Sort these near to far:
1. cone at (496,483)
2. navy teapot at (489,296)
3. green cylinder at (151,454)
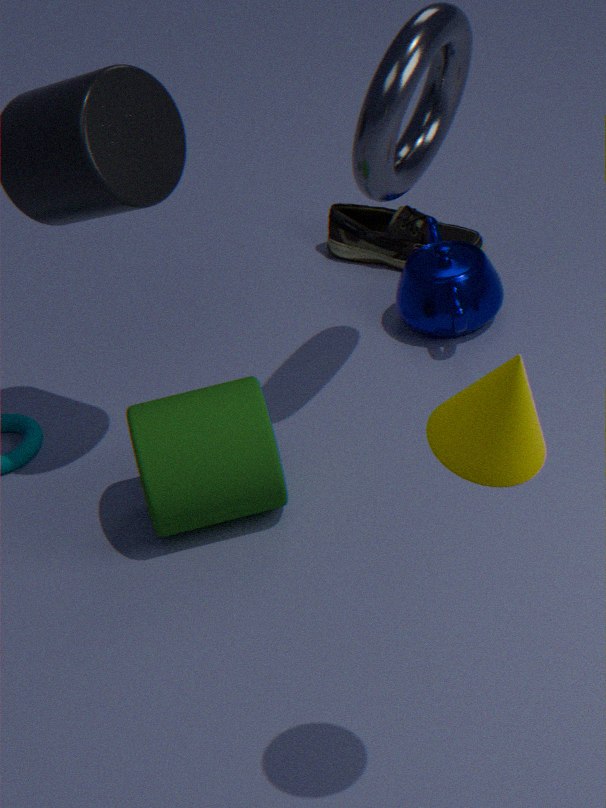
cone at (496,483)
green cylinder at (151,454)
navy teapot at (489,296)
